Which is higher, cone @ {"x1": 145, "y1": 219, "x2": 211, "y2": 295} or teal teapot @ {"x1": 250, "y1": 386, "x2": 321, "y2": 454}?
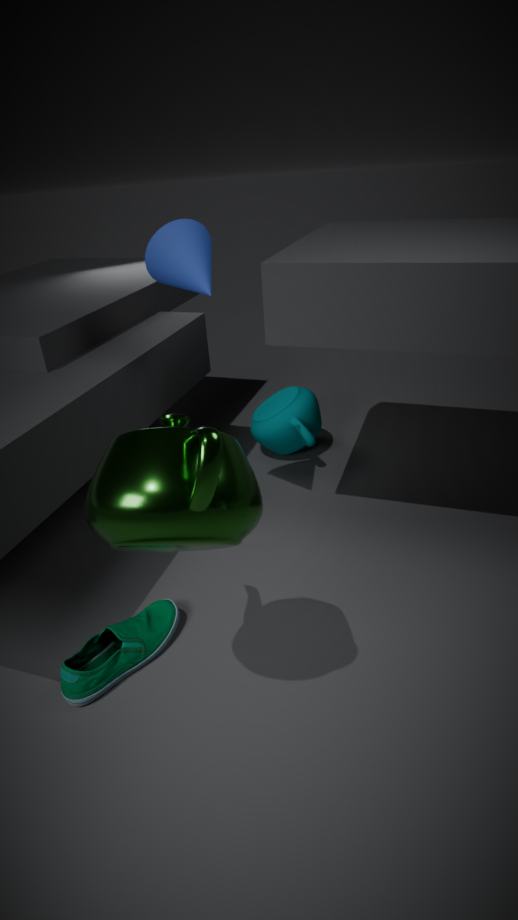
cone @ {"x1": 145, "y1": 219, "x2": 211, "y2": 295}
